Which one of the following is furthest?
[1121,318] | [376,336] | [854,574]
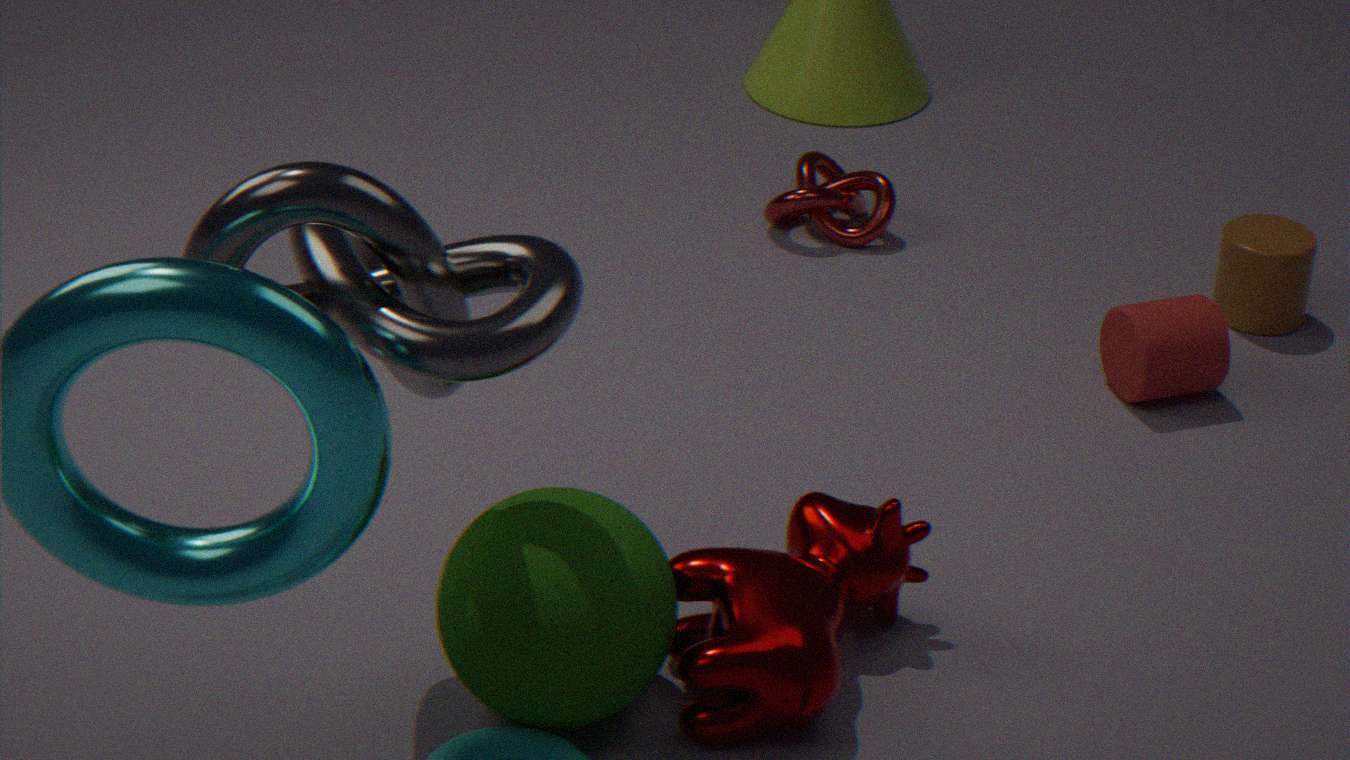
[1121,318]
